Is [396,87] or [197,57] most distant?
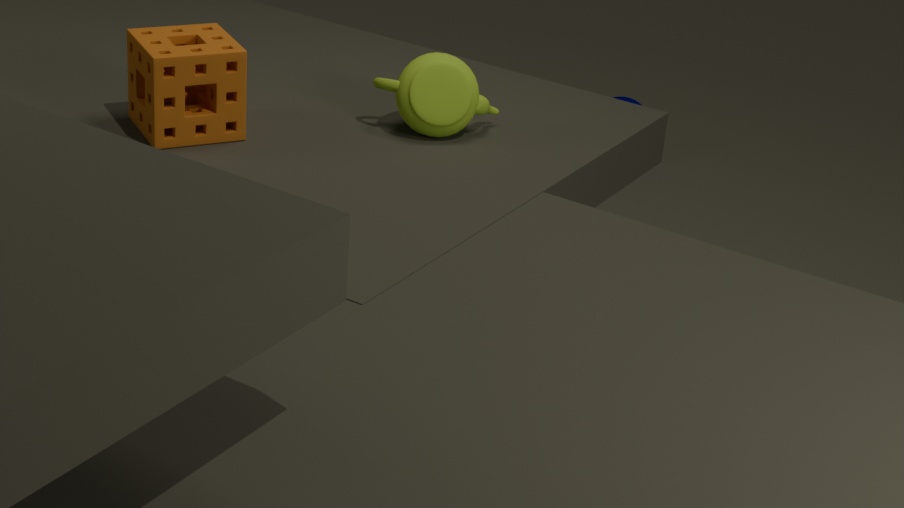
[396,87]
